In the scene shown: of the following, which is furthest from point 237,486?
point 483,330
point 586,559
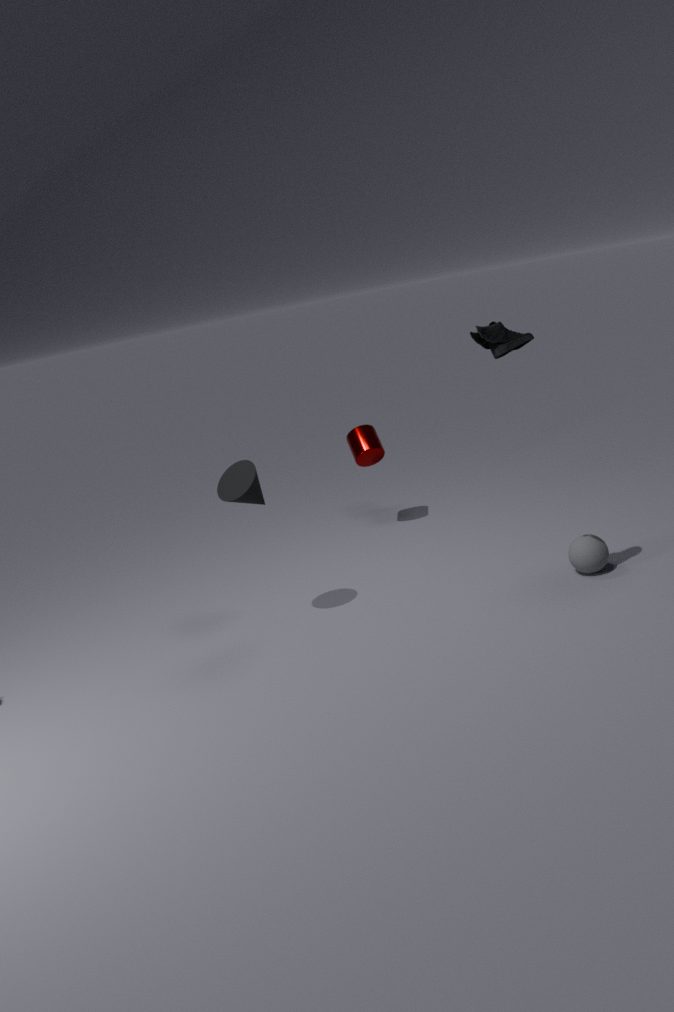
point 586,559
